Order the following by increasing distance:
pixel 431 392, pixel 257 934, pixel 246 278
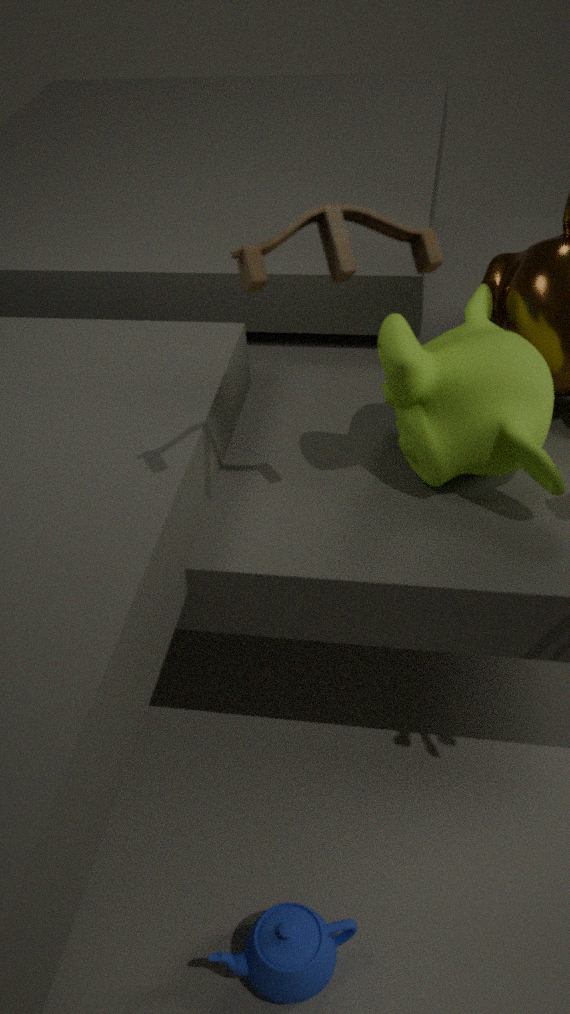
pixel 246 278 → pixel 257 934 → pixel 431 392
